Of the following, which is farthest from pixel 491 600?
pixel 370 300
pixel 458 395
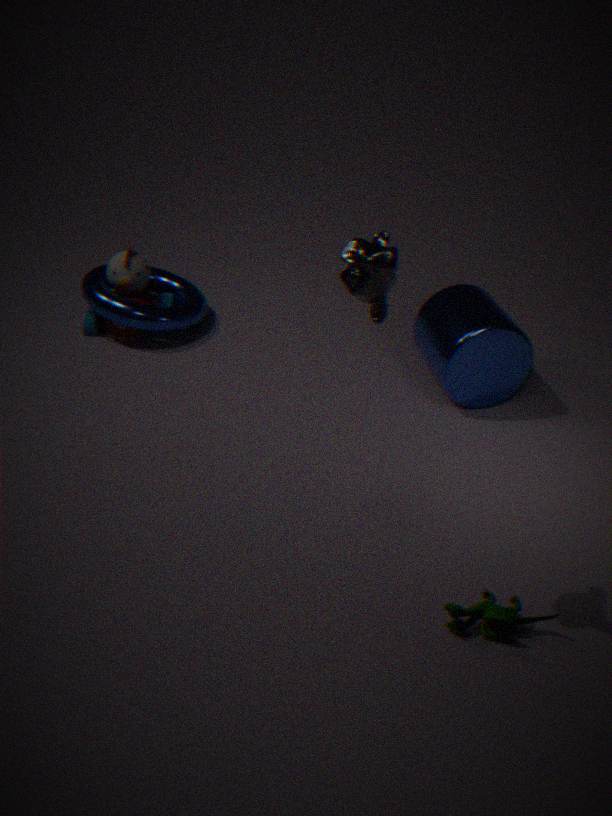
pixel 458 395
